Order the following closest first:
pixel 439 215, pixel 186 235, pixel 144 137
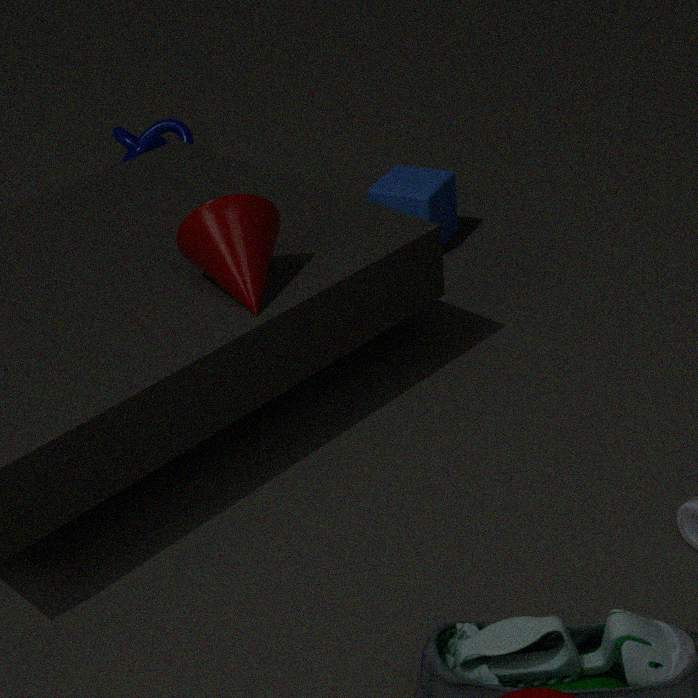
pixel 186 235 < pixel 439 215 < pixel 144 137
